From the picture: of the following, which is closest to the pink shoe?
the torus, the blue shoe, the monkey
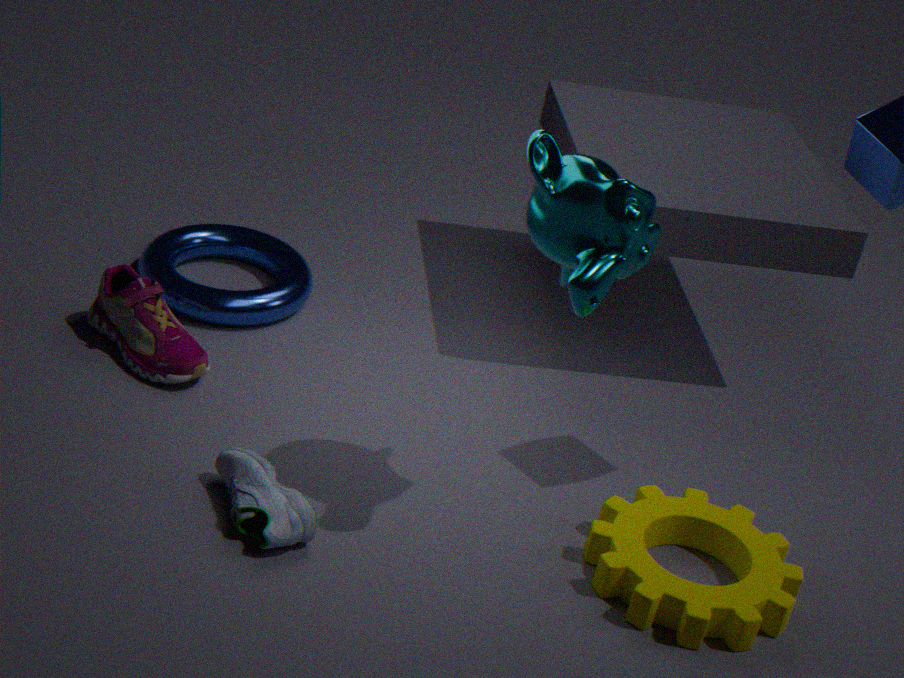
the torus
